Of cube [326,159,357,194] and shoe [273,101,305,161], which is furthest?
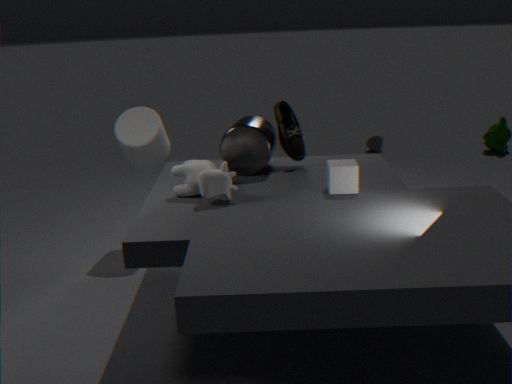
shoe [273,101,305,161]
